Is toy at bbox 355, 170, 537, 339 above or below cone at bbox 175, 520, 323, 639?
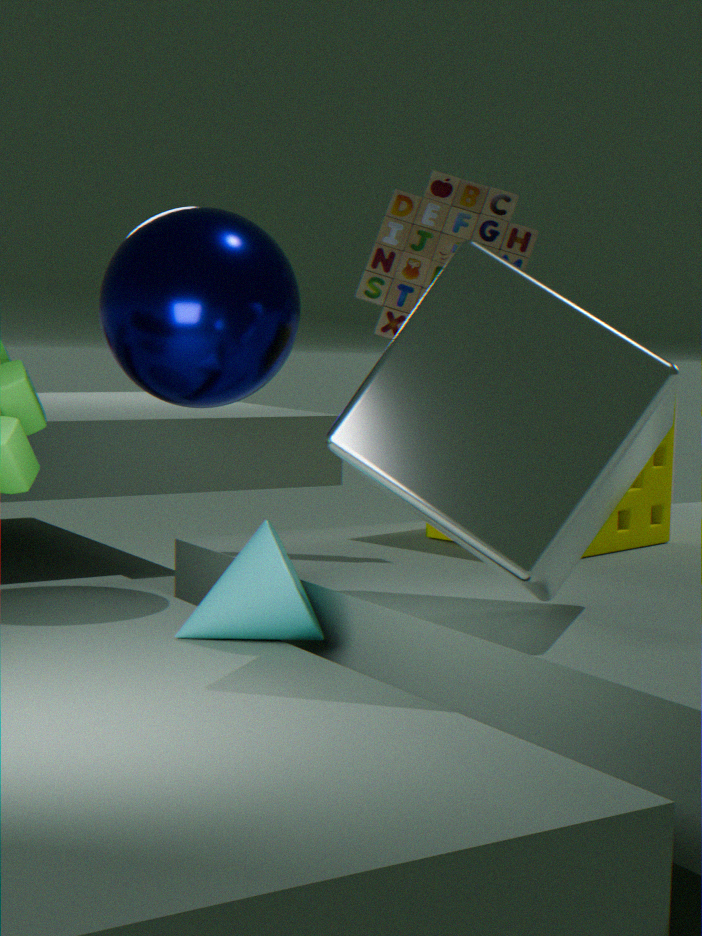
above
